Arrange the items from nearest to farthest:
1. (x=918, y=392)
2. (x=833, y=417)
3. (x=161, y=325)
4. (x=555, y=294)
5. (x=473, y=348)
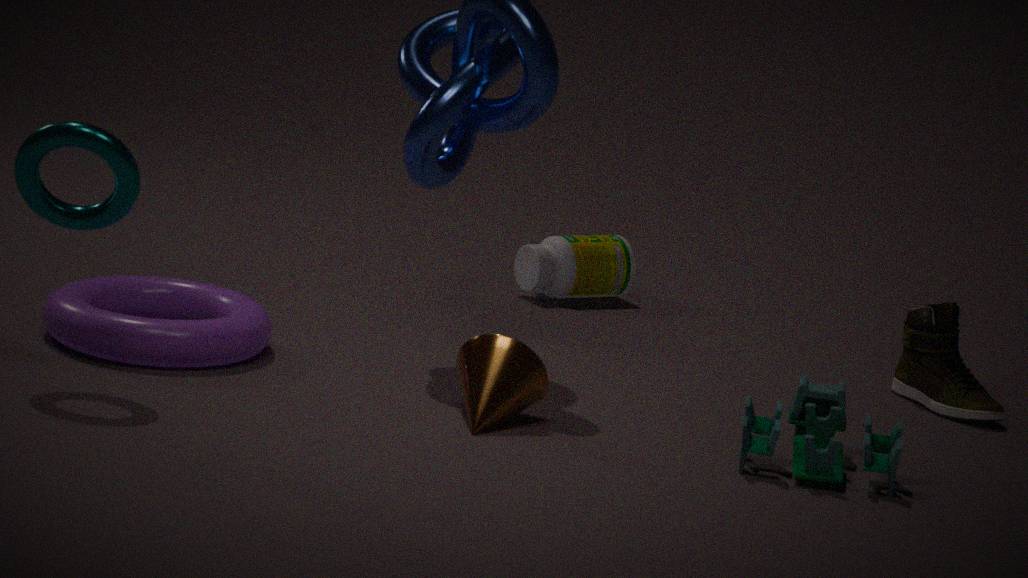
(x=833, y=417)
(x=473, y=348)
(x=161, y=325)
(x=918, y=392)
(x=555, y=294)
